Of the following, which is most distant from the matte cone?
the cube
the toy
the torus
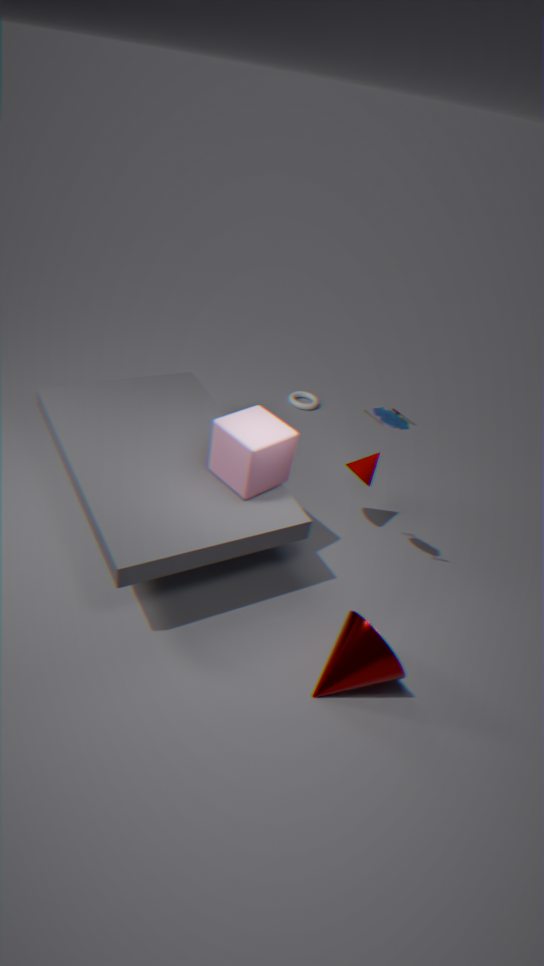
the torus
